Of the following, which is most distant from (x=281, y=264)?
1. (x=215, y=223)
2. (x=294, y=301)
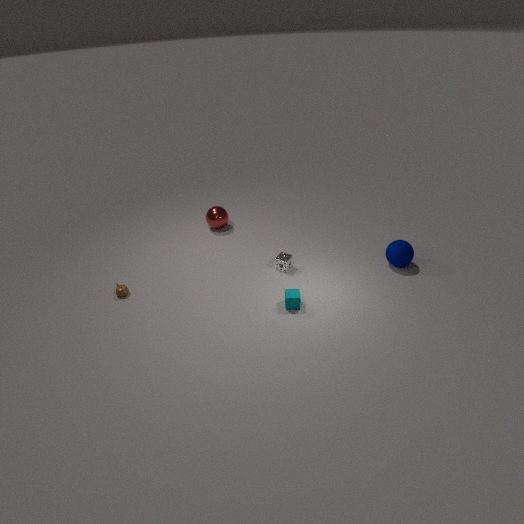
Answer: (x=215, y=223)
